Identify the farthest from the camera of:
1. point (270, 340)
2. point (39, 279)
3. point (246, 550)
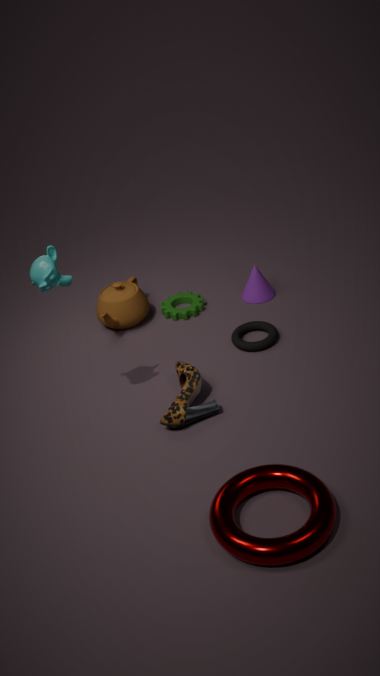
point (270, 340)
